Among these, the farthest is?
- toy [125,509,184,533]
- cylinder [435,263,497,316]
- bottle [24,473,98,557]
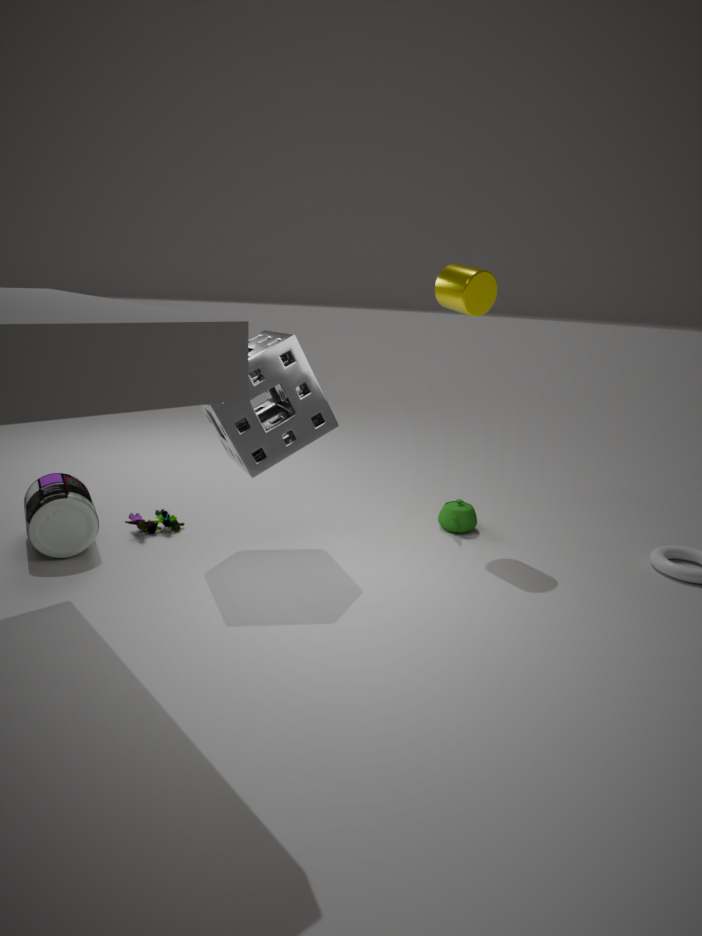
toy [125,509,184,533]
